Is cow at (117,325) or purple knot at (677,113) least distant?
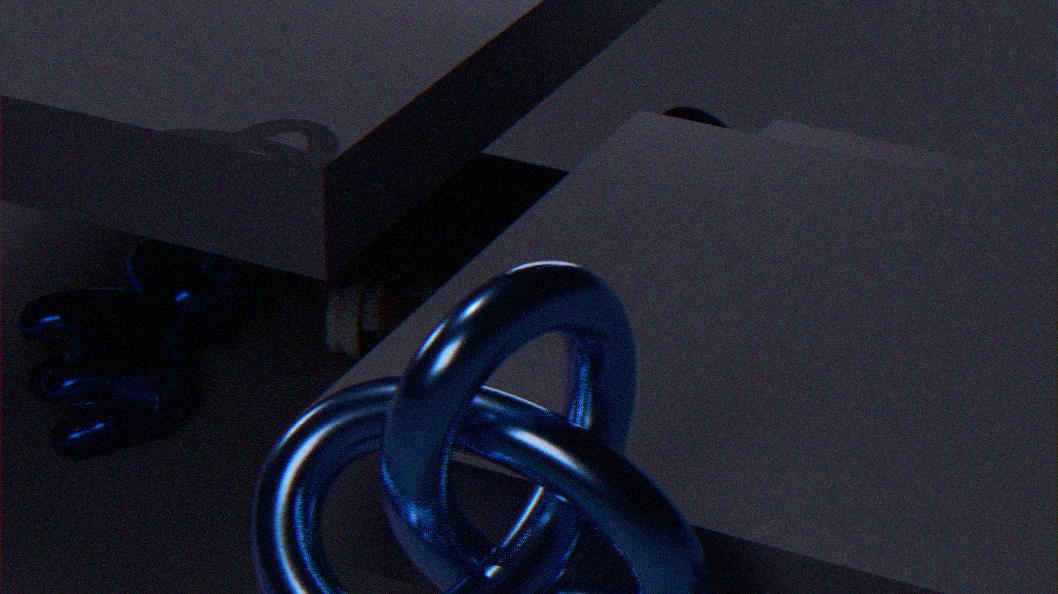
cow at (117,325)
